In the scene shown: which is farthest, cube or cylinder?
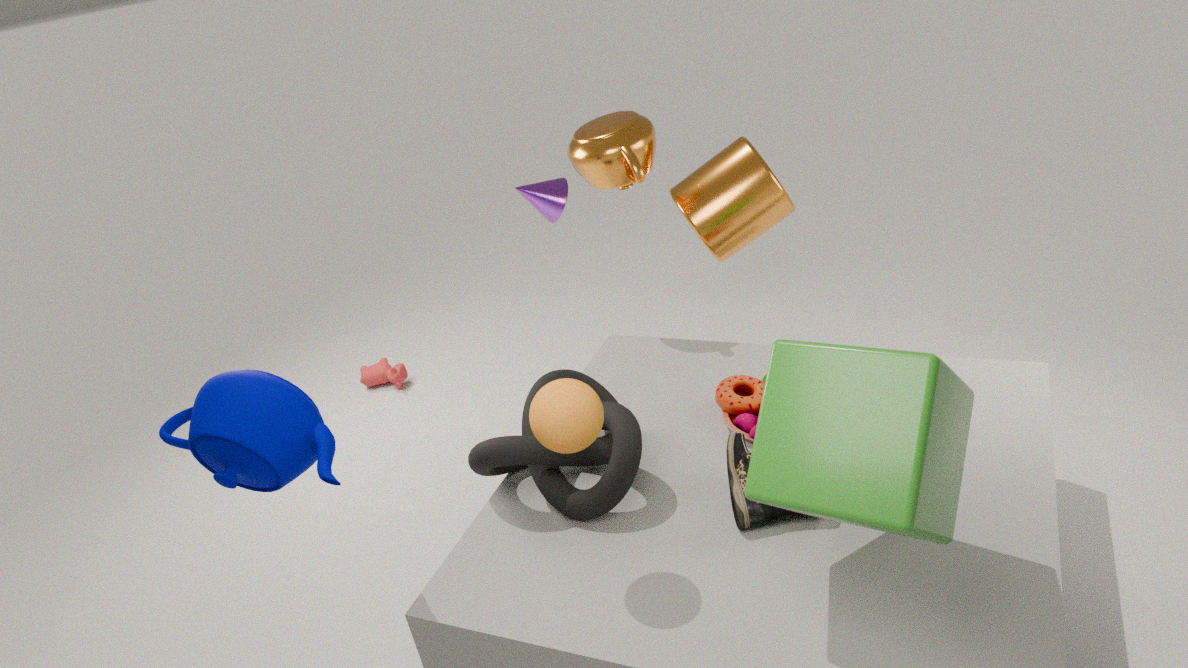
cylinder
